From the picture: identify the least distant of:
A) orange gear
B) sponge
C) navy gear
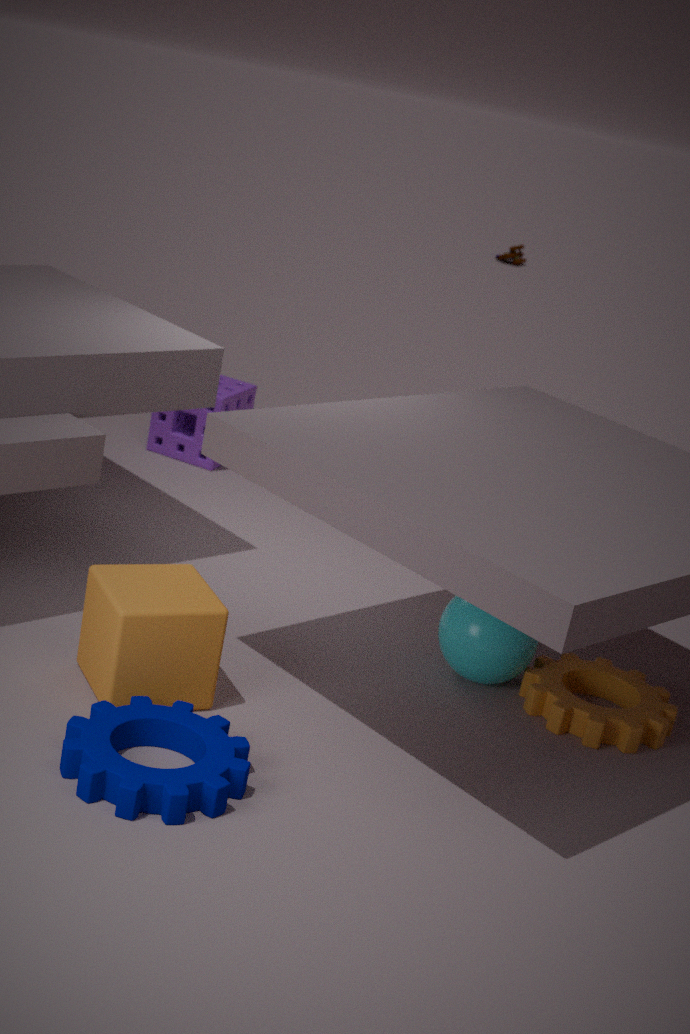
navy gear
